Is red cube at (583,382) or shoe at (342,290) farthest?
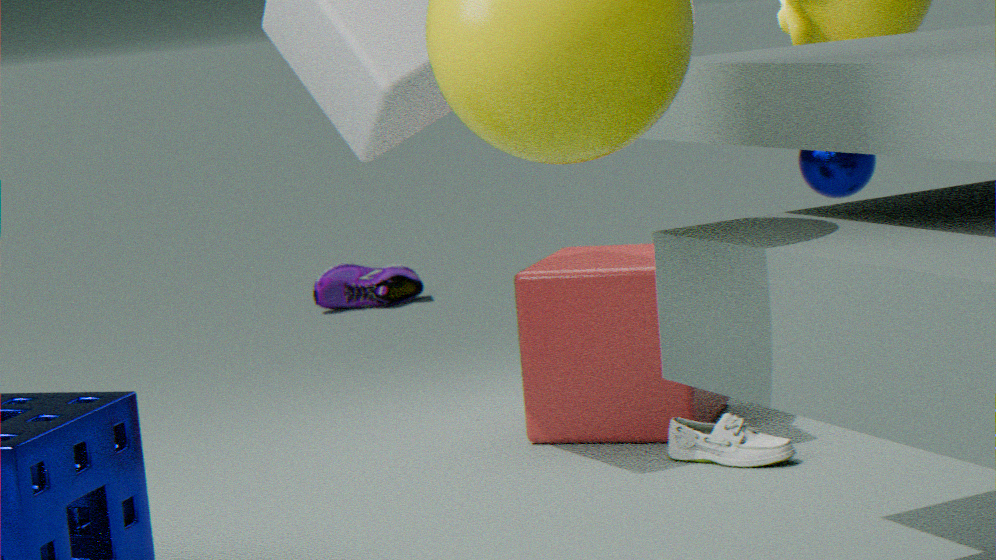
shoe at (342,290)
